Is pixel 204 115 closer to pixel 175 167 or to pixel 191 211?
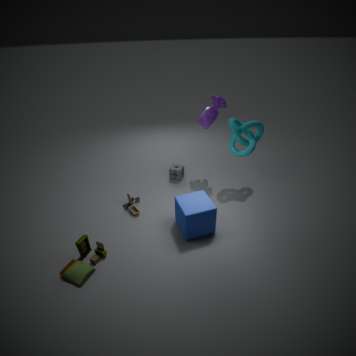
pixel 175 167
